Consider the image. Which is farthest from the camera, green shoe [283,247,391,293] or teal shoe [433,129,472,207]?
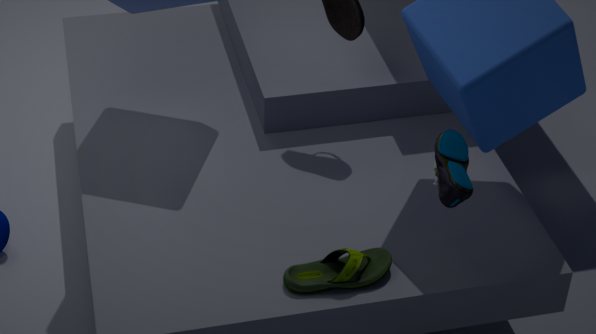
green shoe [283,247,391,293]
